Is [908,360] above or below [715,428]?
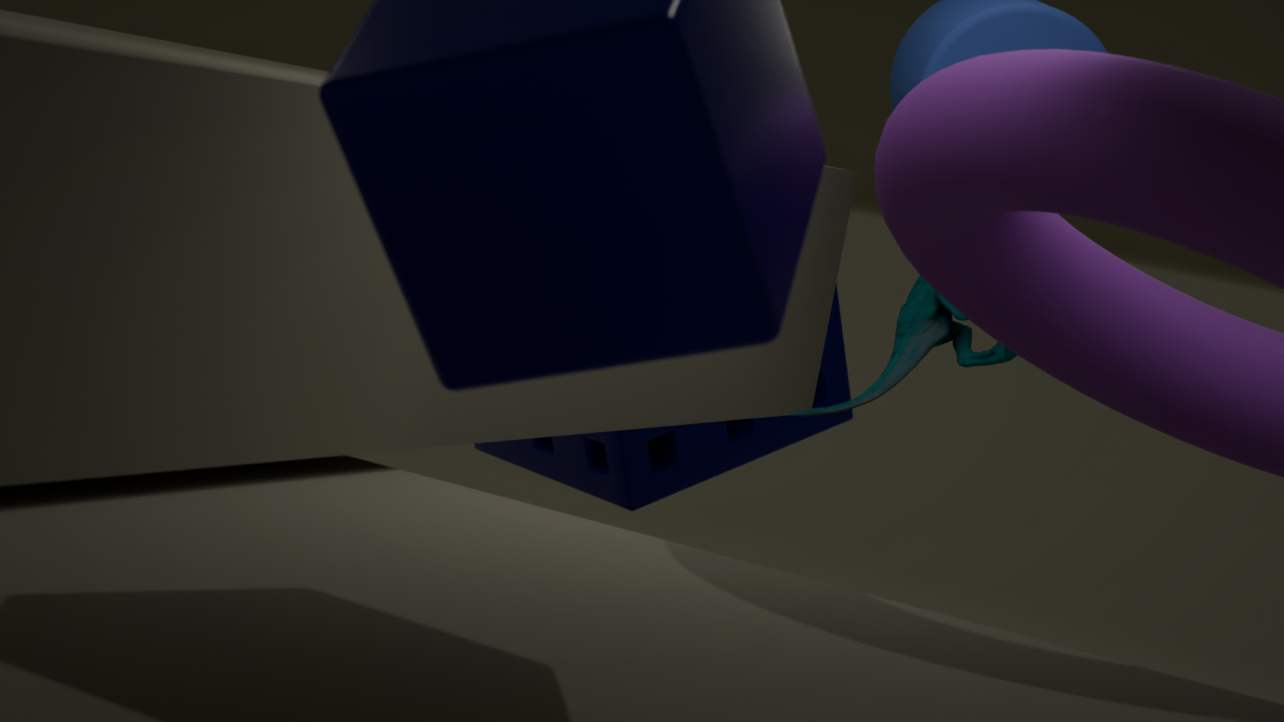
above
